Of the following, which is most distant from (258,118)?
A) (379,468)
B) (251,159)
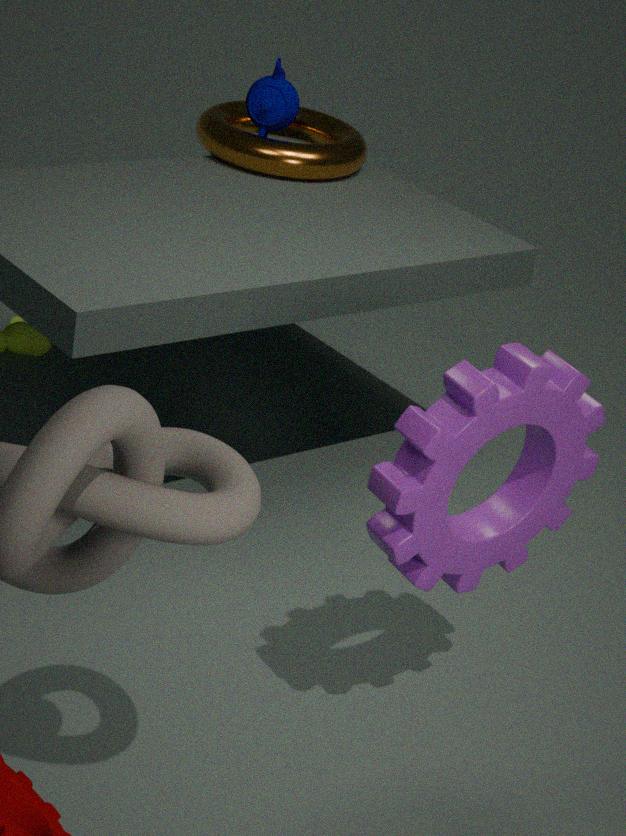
(379,468)
